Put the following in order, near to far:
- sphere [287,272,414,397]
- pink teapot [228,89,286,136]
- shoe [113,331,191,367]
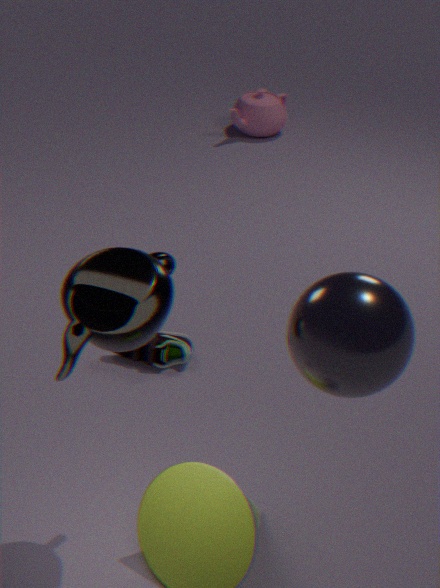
1. sphere [287,272,414,397]
2. shoe [113,331,191,367]
3. pink teapot [228,89,286,136]
